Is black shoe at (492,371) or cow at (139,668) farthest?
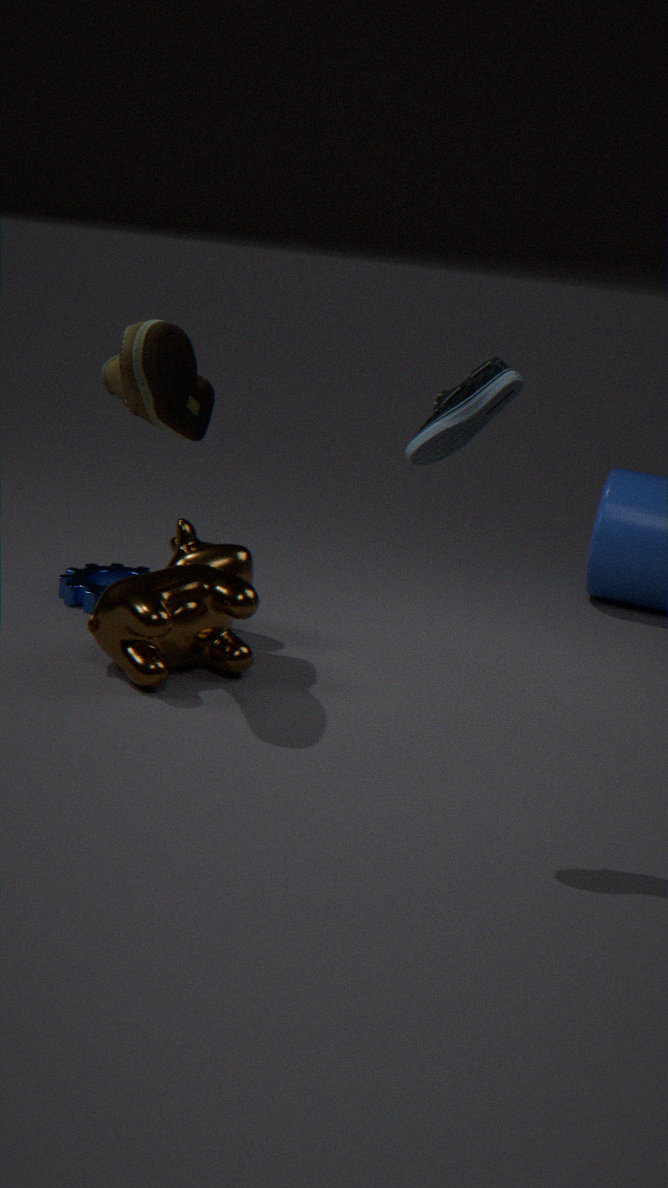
cow at (139,668)
